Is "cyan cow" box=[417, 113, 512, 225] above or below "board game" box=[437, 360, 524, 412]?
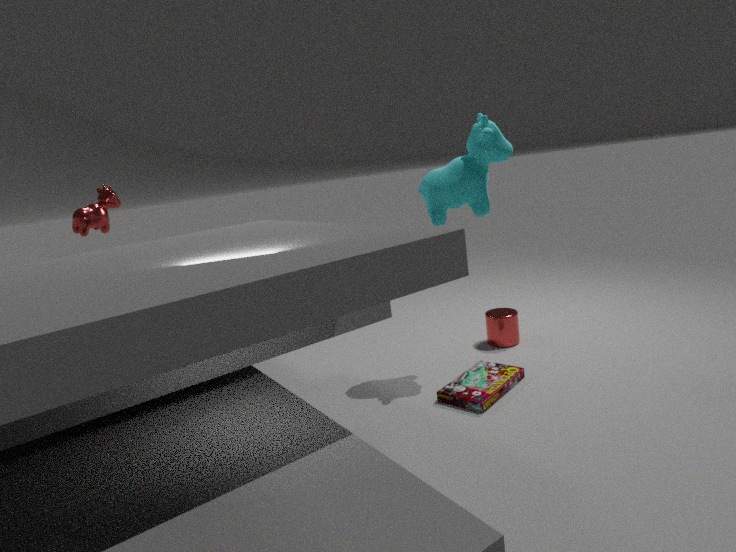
above
